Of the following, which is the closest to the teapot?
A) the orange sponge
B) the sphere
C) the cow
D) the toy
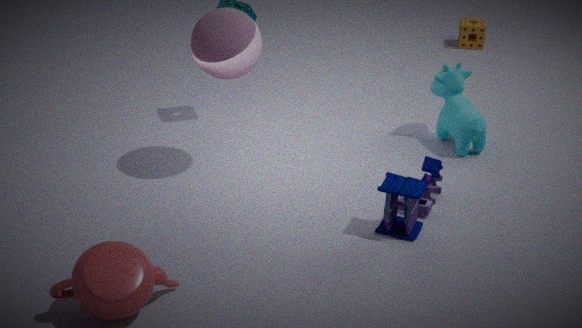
the toy
